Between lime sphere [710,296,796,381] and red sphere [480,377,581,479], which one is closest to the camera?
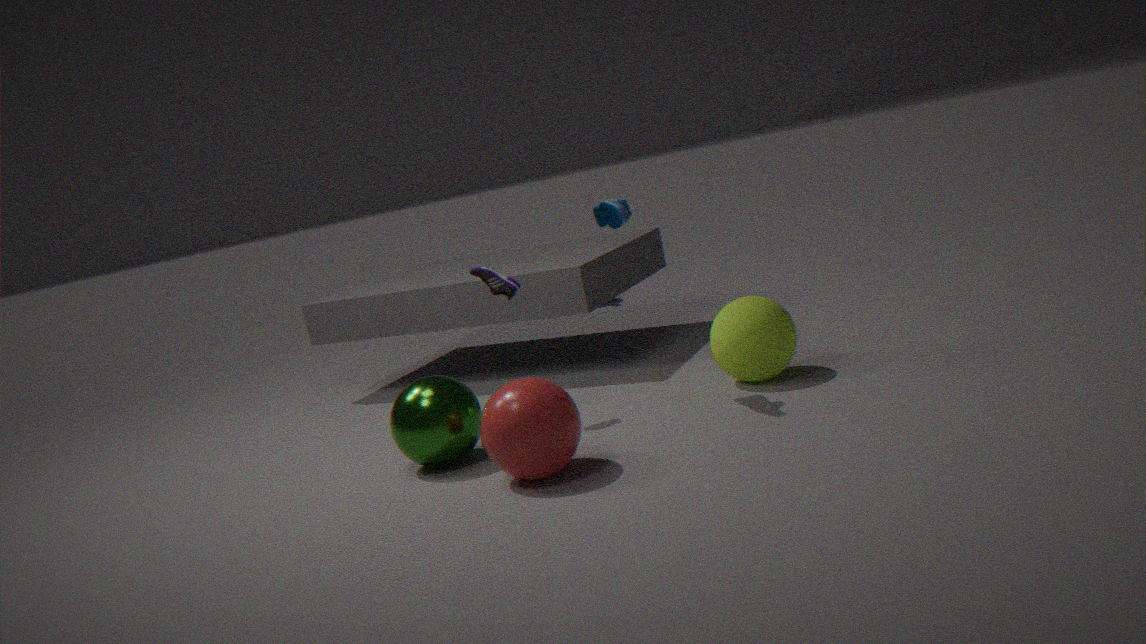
red sphere [480,377,581,479]
